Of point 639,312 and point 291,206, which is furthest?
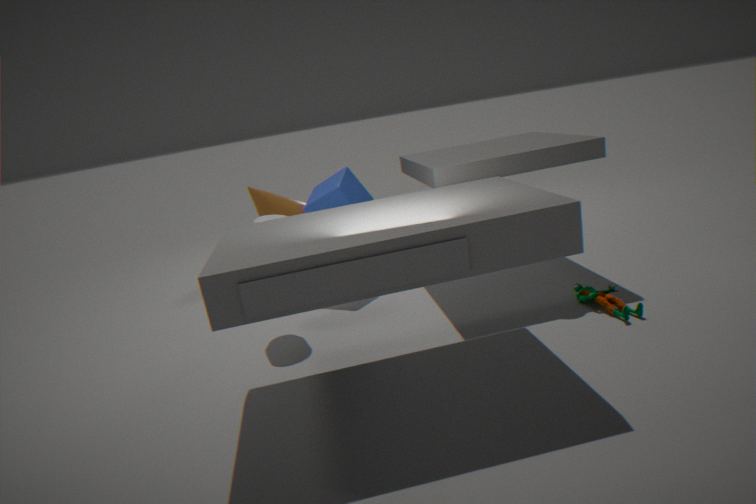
point 291,206
